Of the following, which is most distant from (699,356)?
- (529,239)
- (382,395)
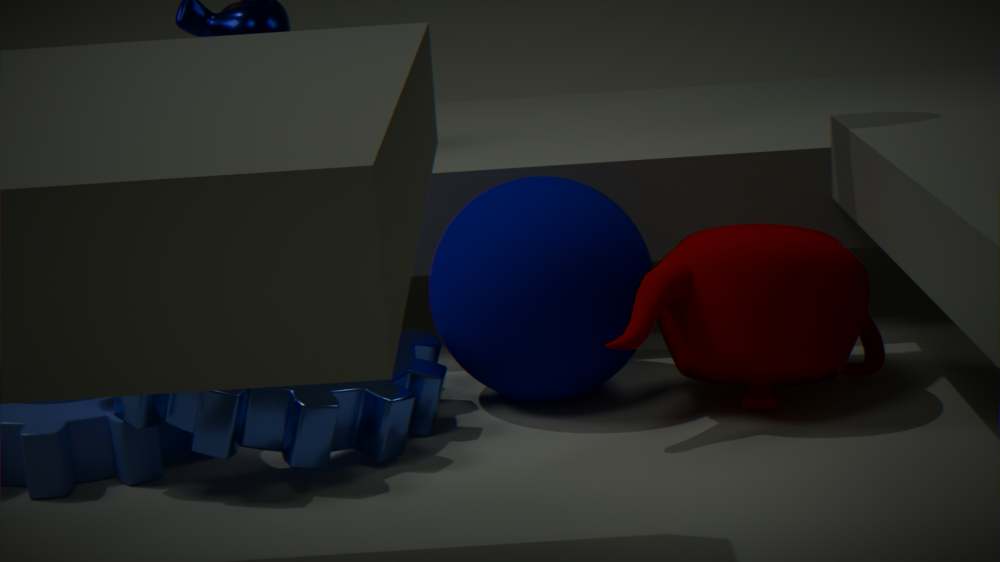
(382,395)
